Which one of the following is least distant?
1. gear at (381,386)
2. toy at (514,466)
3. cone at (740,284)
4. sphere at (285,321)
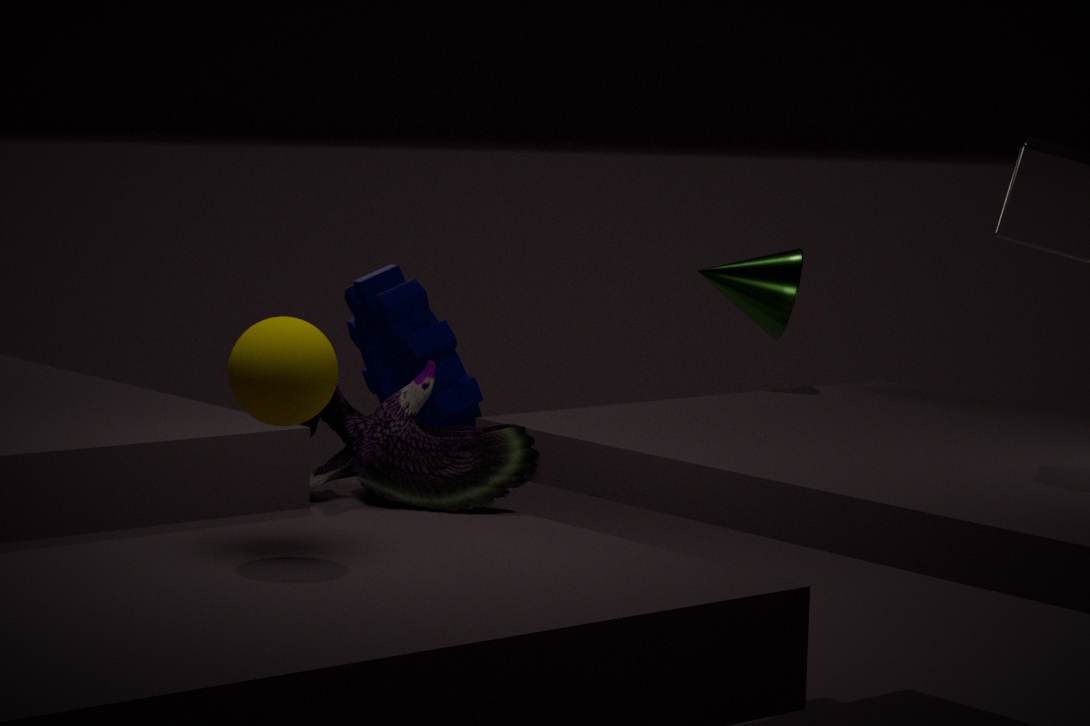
sphere at (285,321)
